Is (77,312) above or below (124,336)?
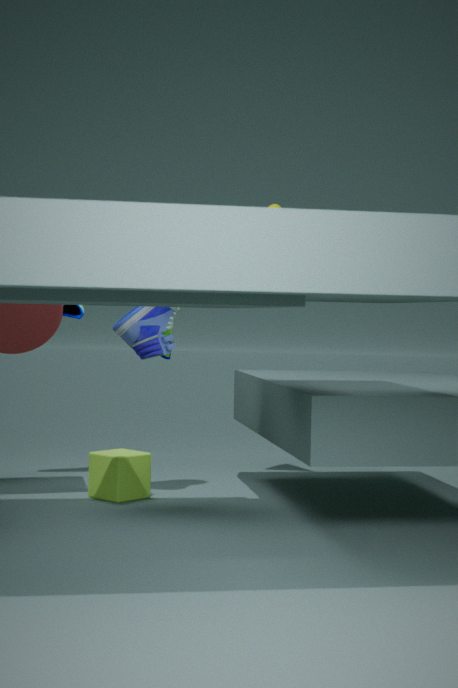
above
